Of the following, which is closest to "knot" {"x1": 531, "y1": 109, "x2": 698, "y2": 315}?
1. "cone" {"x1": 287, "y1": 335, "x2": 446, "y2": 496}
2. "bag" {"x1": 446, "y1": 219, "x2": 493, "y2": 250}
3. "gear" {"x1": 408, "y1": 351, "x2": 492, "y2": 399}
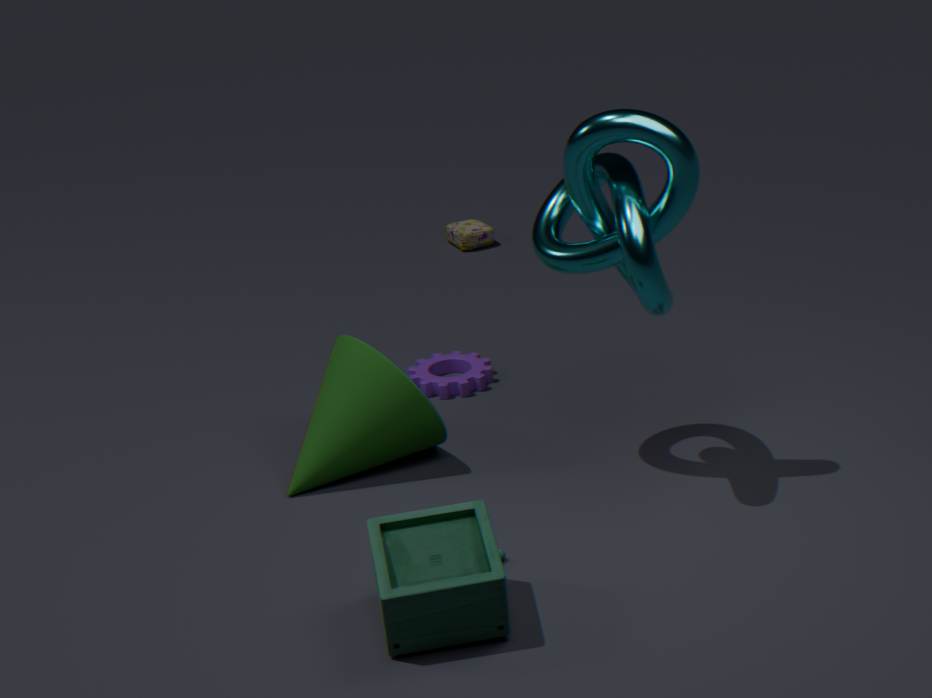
"cone" {"x1": 287, "y1": 335, "x2": 446, "y2": 496}
